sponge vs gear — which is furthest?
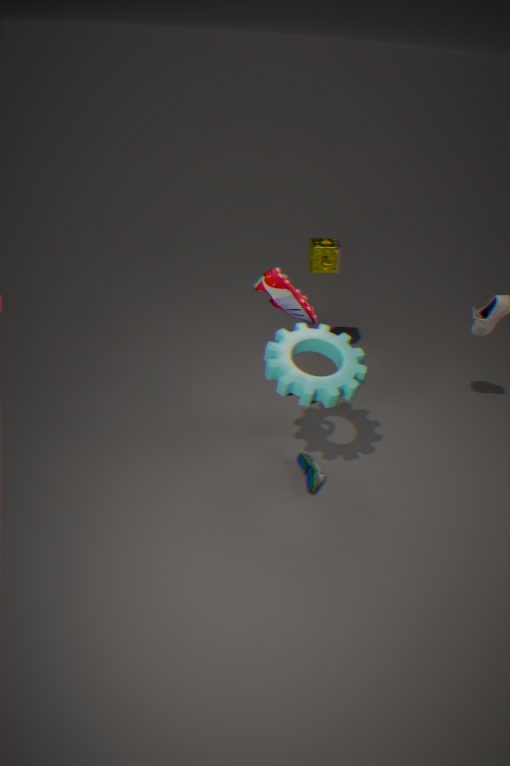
sponge
